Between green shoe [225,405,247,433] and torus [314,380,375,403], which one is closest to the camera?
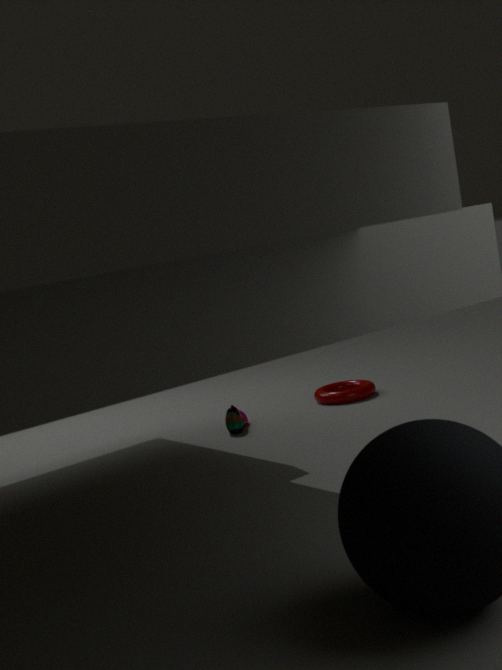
green shoe [225,405,247,433]
